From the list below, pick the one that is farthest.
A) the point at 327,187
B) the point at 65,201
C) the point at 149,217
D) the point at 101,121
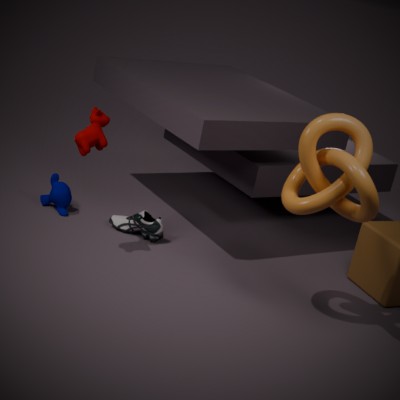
the point at 65,201
